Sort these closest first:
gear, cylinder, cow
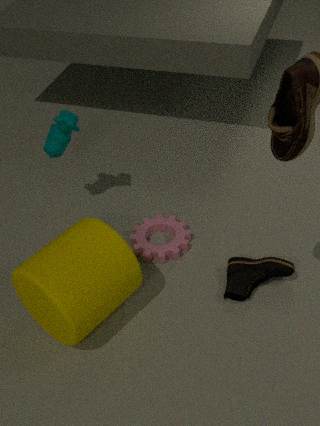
cylinder < cow < gear
